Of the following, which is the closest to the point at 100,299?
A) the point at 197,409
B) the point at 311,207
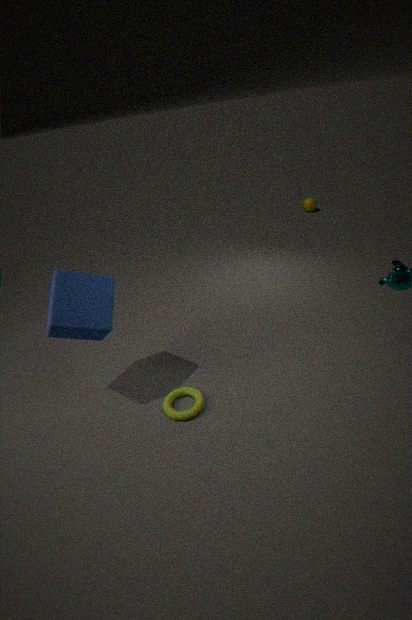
the point at 197,409
